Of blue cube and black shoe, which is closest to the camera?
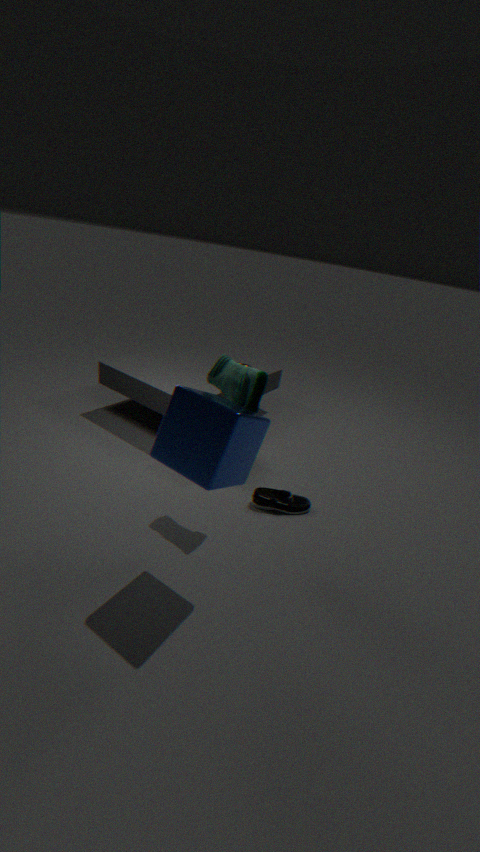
blue cube
